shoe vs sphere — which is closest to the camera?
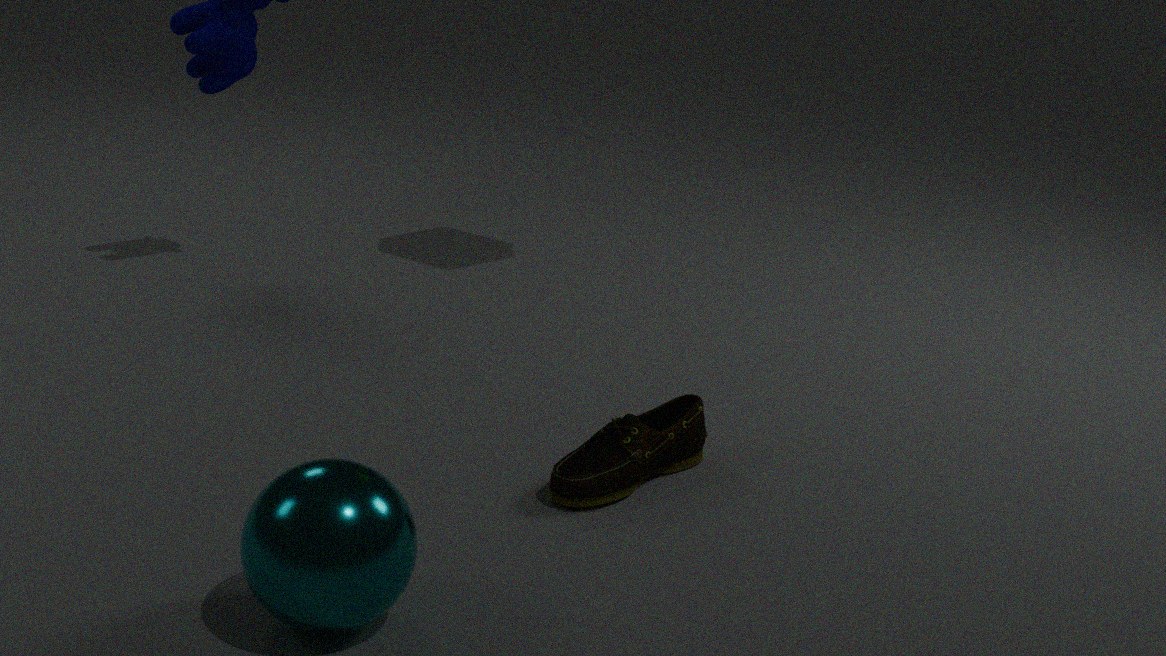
sphere
